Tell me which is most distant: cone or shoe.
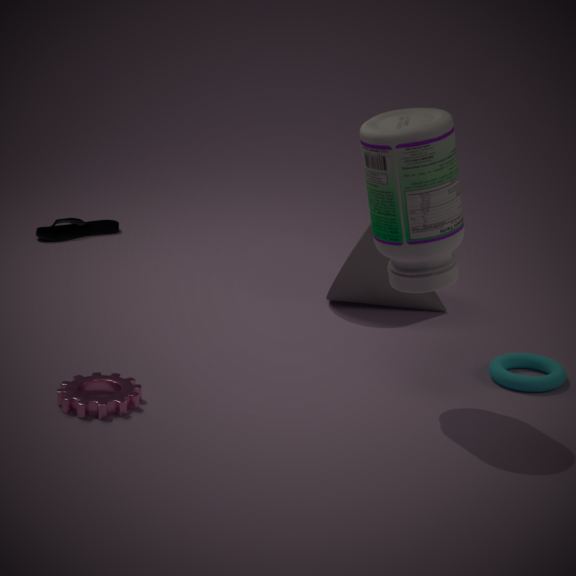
shoe
